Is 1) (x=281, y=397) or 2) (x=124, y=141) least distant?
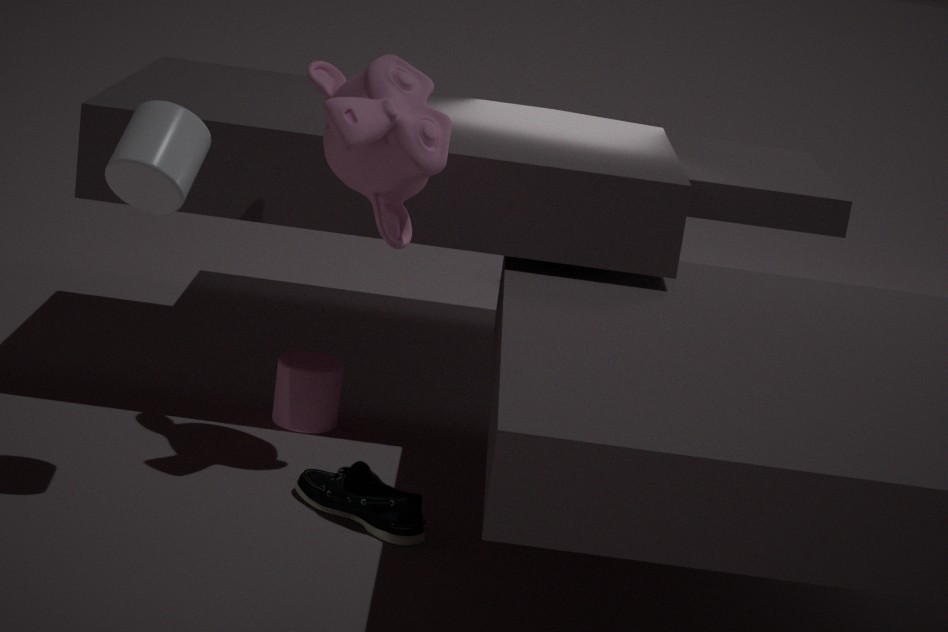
2. (x=124, y=141)
